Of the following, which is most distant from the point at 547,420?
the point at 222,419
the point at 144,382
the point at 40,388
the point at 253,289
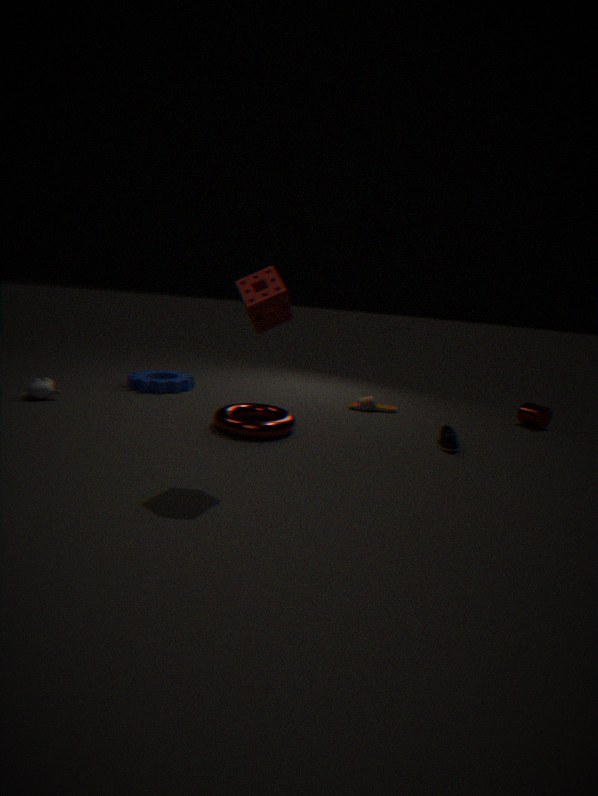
the point at 40,388
